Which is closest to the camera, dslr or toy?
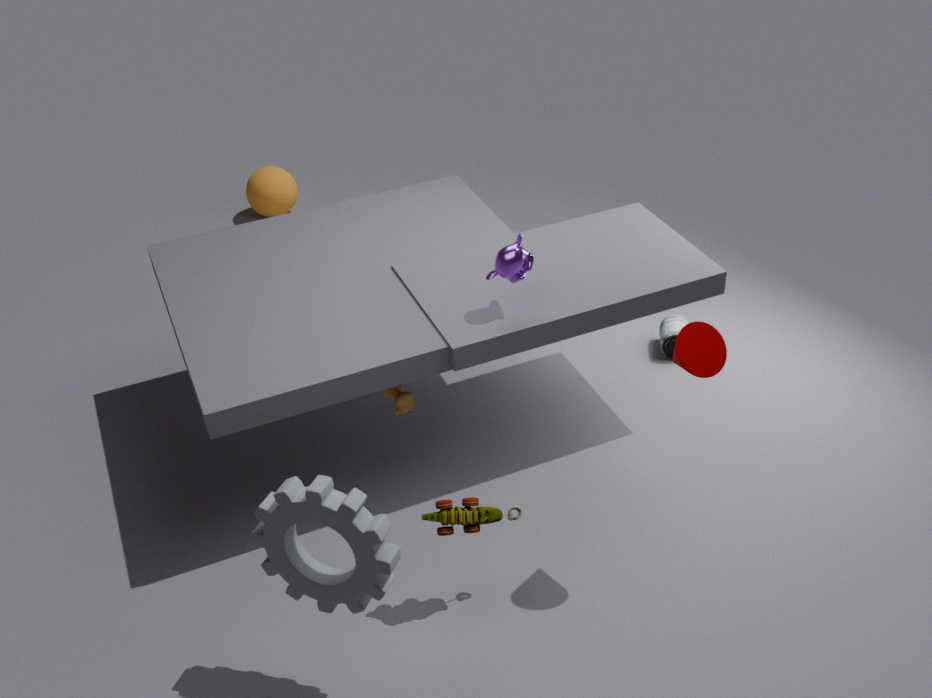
toy
